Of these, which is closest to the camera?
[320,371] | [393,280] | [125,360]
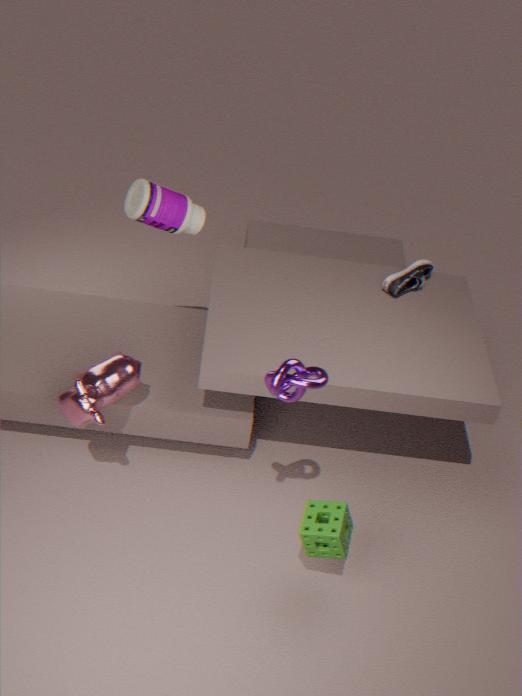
[320,371]
